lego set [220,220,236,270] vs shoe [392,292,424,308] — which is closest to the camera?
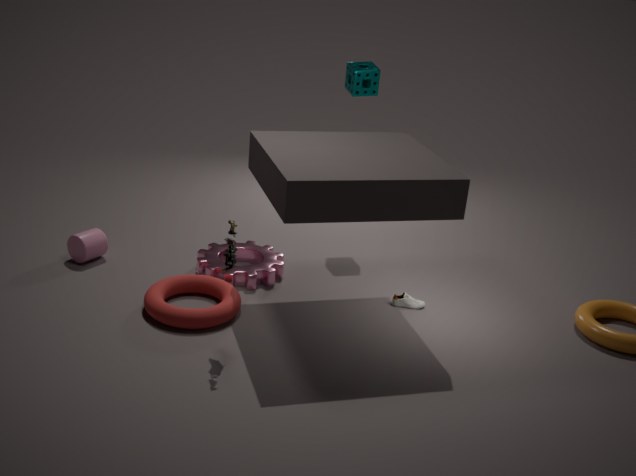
lego set [220,220,236,270]
